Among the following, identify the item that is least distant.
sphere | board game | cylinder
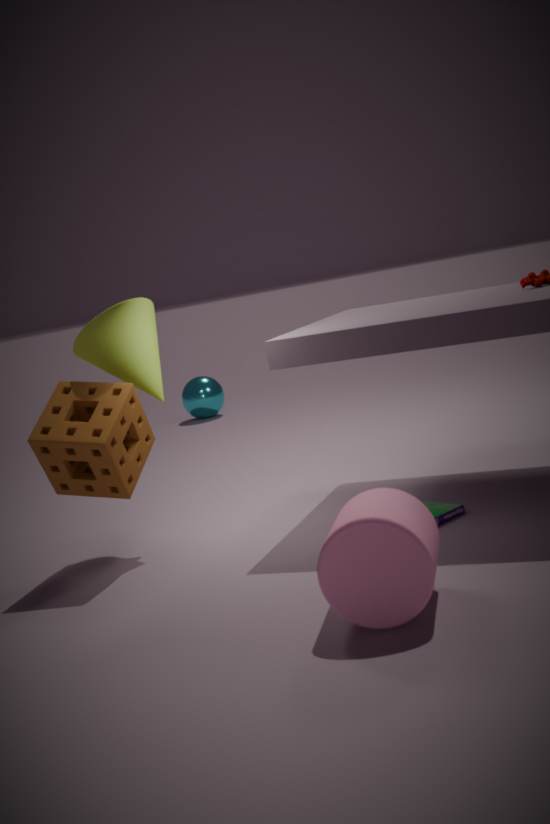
cylinder
